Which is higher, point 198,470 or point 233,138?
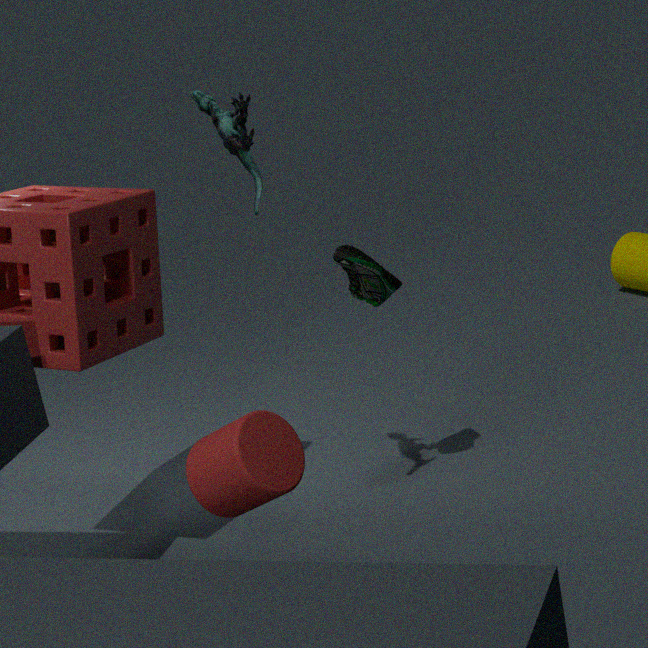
point 233,138
